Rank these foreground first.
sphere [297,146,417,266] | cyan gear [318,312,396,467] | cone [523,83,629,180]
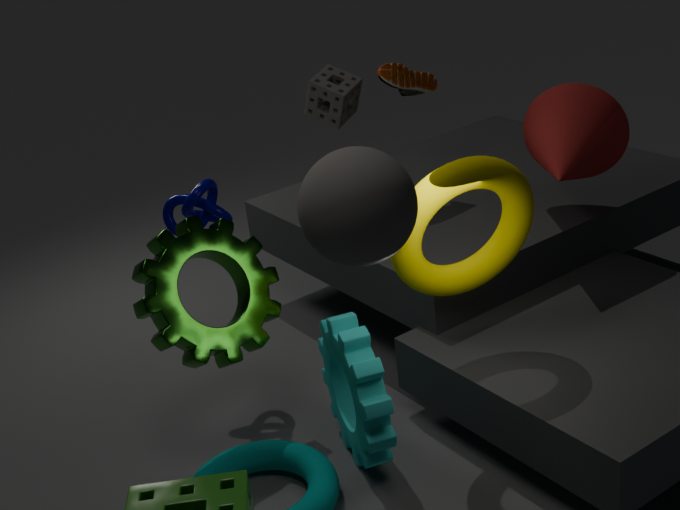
sphere [297,146,417,266]
cyan gear [318,312,396,467]
cone [523,83,629,180]
